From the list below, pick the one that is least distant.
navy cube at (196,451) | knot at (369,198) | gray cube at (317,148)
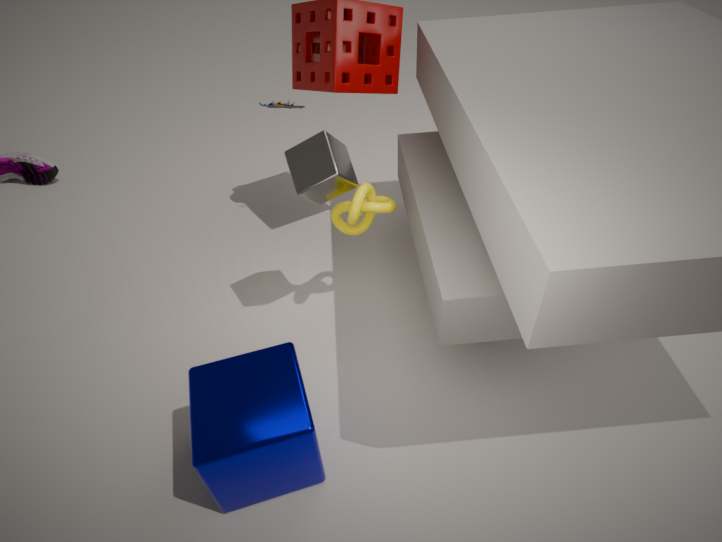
navy cube at (196,451)
